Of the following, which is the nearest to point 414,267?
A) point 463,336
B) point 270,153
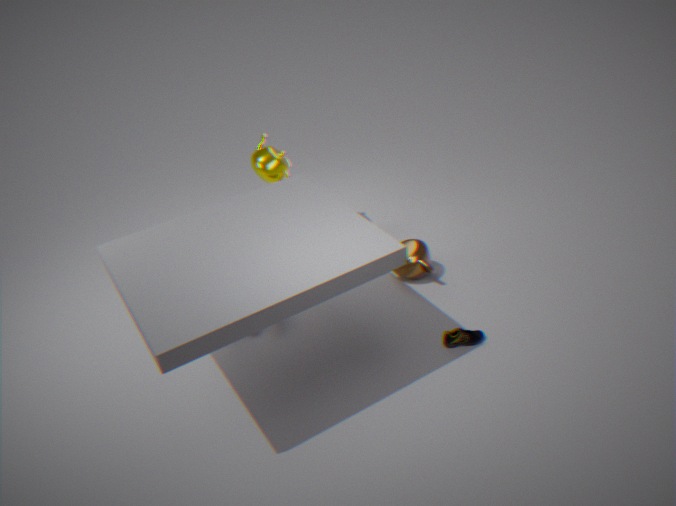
point 463,336
